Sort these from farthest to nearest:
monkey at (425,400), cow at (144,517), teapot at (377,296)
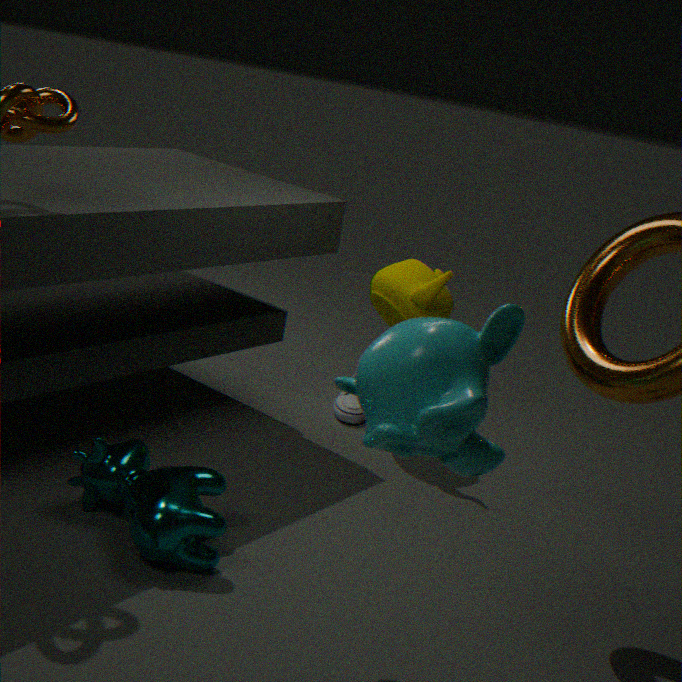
teapot at (377,296)
cow at (144,517)
monkey at (425,400)
